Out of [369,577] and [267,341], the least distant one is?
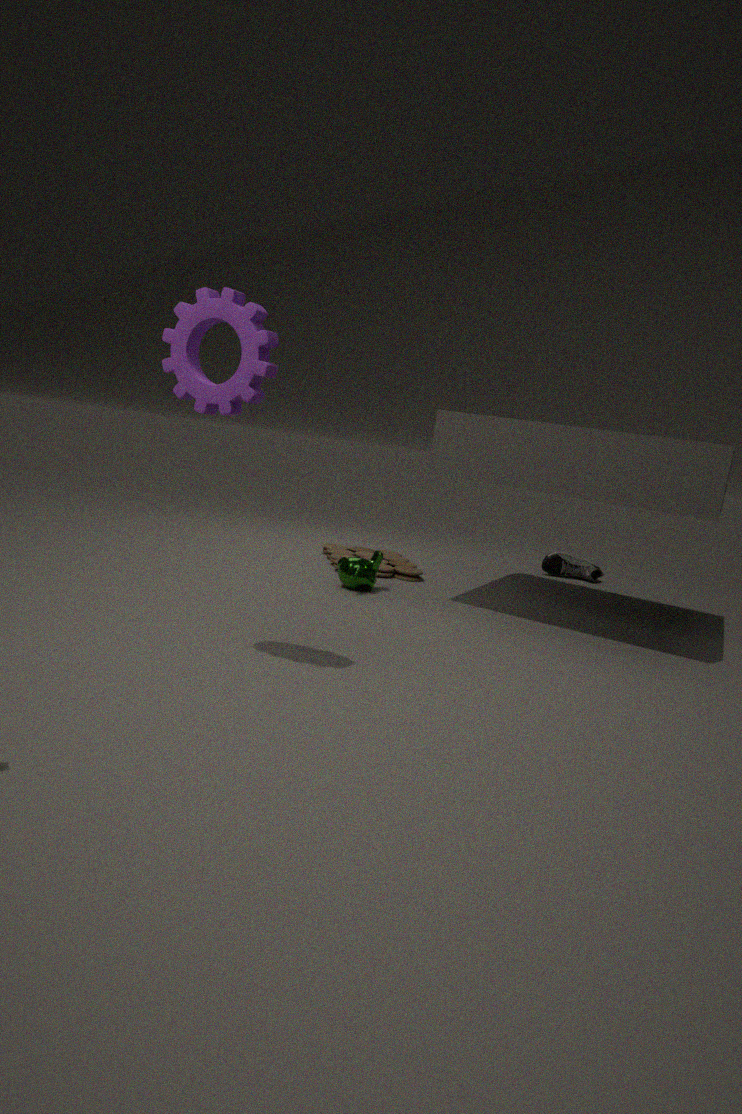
[267,341]
